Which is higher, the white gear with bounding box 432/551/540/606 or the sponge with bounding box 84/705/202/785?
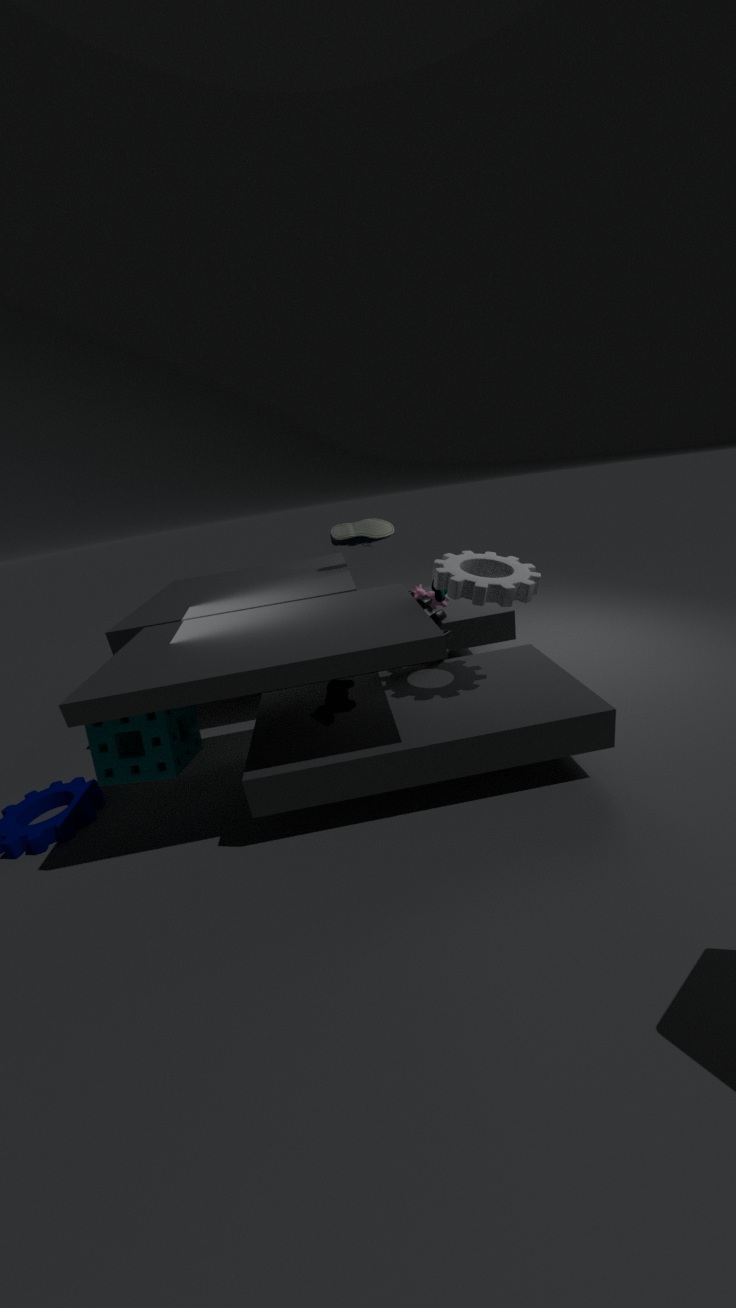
the white gear with bounding box 432/551/540/606
